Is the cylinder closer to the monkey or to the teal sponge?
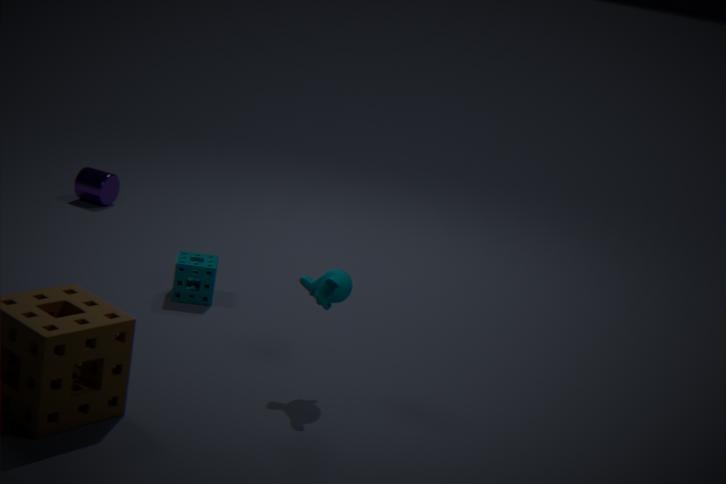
the teal sponge
